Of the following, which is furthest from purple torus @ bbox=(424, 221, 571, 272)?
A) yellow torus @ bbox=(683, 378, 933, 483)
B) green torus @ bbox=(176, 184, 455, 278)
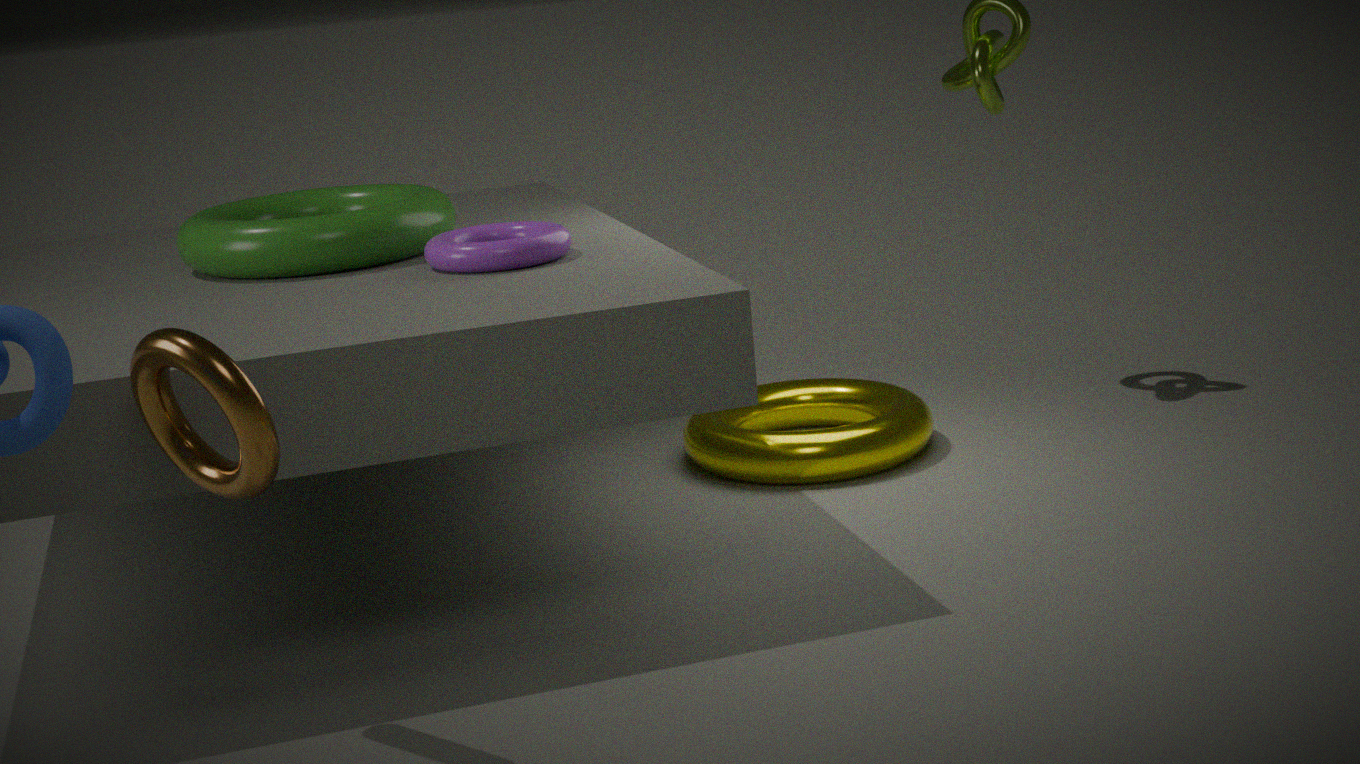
yellow torus @ bbox=(683, 378, 933, 483)
